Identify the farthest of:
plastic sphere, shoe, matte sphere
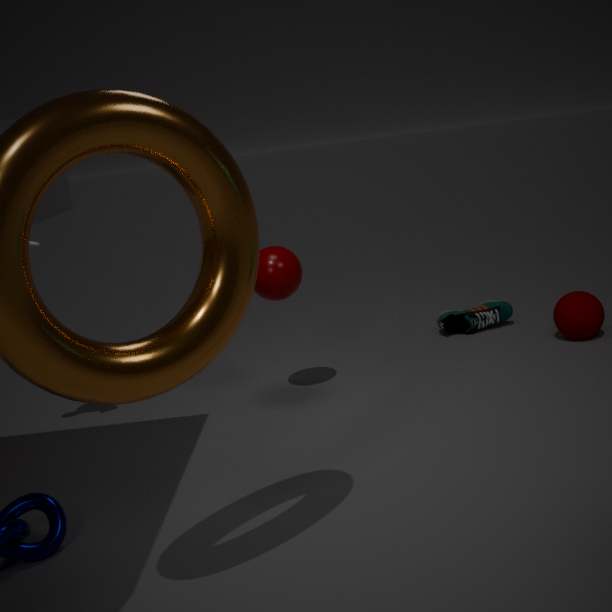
shoe
